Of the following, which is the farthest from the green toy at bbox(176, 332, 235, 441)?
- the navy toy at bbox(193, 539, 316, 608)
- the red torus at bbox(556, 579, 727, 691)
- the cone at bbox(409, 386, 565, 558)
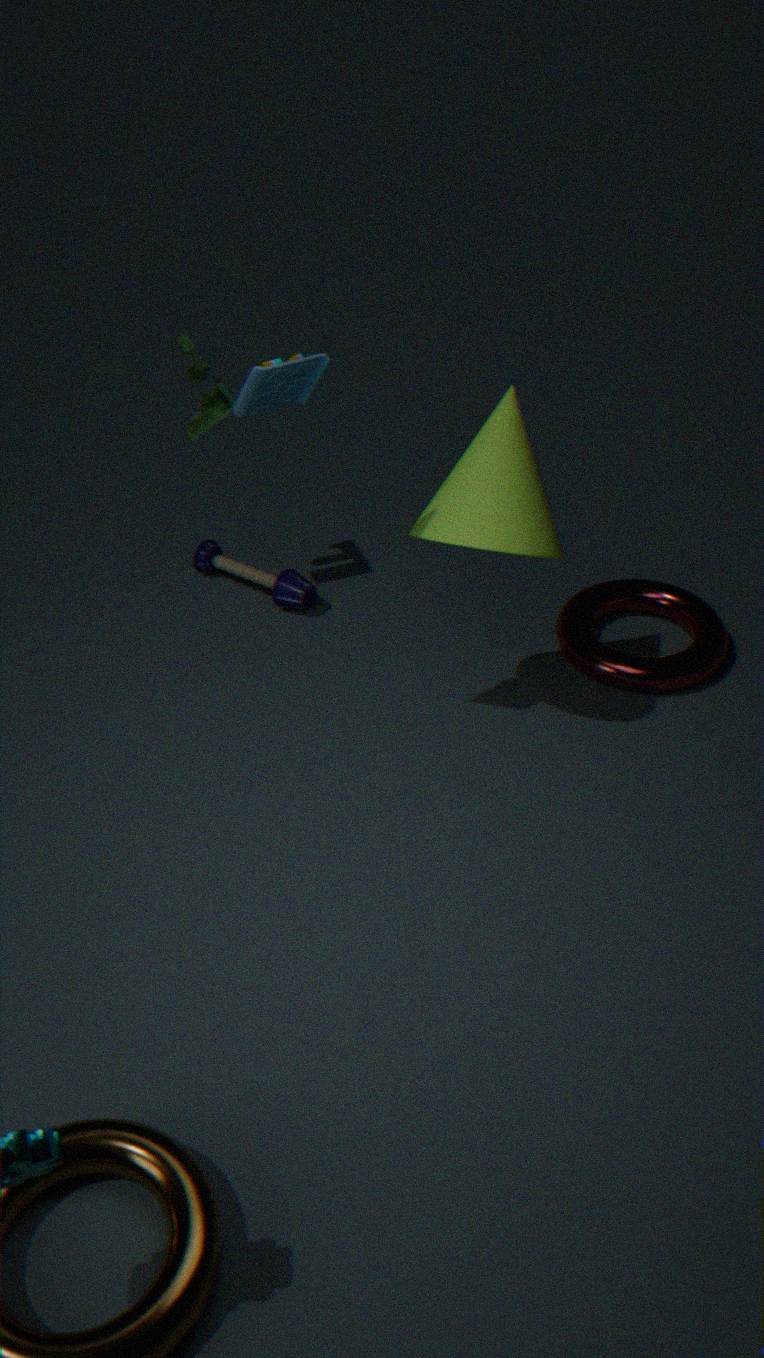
the red torus at bbox(556, 579, 727, 691)
